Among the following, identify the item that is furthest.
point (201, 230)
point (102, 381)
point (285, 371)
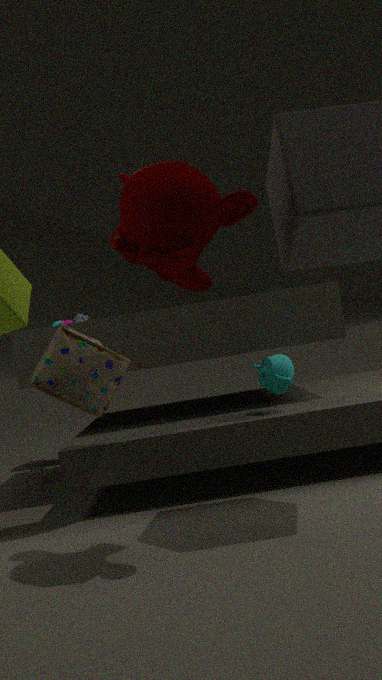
point (285, 371)
